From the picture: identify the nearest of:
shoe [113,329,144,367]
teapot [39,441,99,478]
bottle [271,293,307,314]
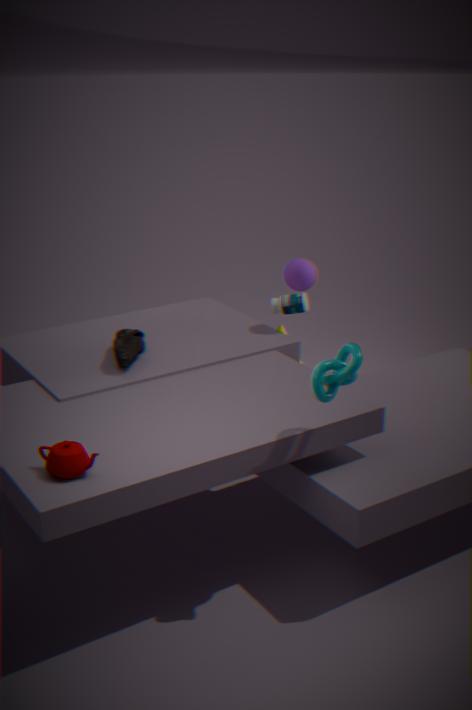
teapot [39,441,99,478]
